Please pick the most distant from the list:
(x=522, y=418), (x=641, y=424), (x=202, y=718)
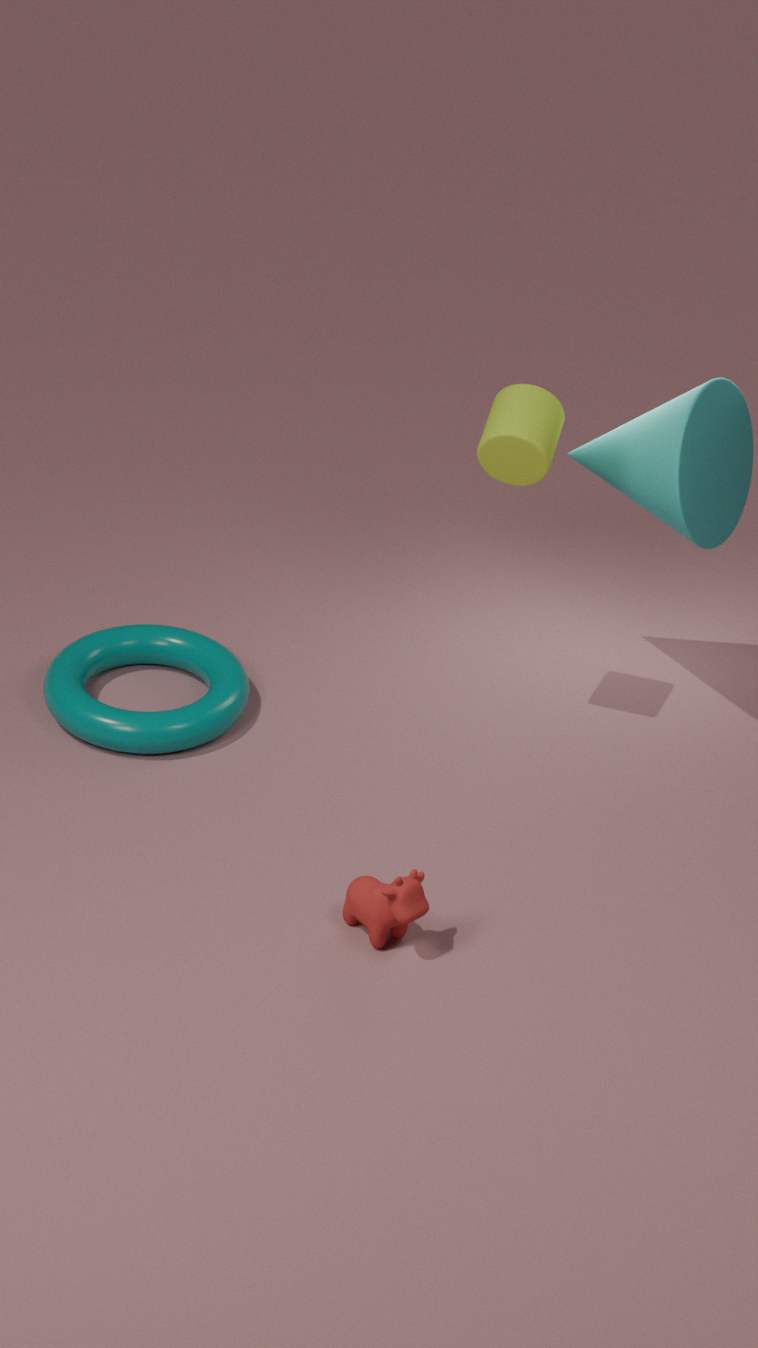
(x=202, y=718)
